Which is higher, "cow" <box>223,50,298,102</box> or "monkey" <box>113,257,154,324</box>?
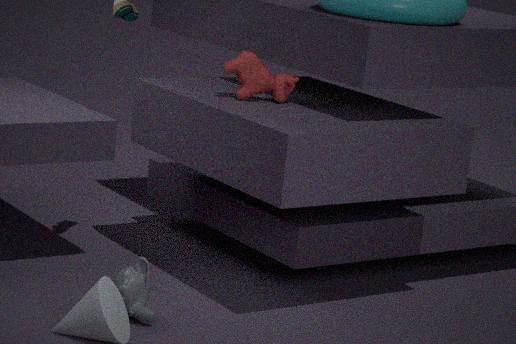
"cow" <box>223,50,298,102</box>
